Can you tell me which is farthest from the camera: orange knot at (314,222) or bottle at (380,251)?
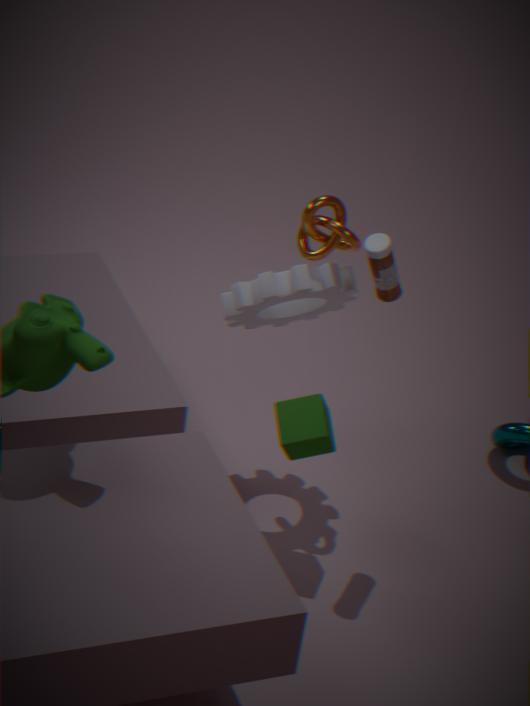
orange knot at (314,222)
